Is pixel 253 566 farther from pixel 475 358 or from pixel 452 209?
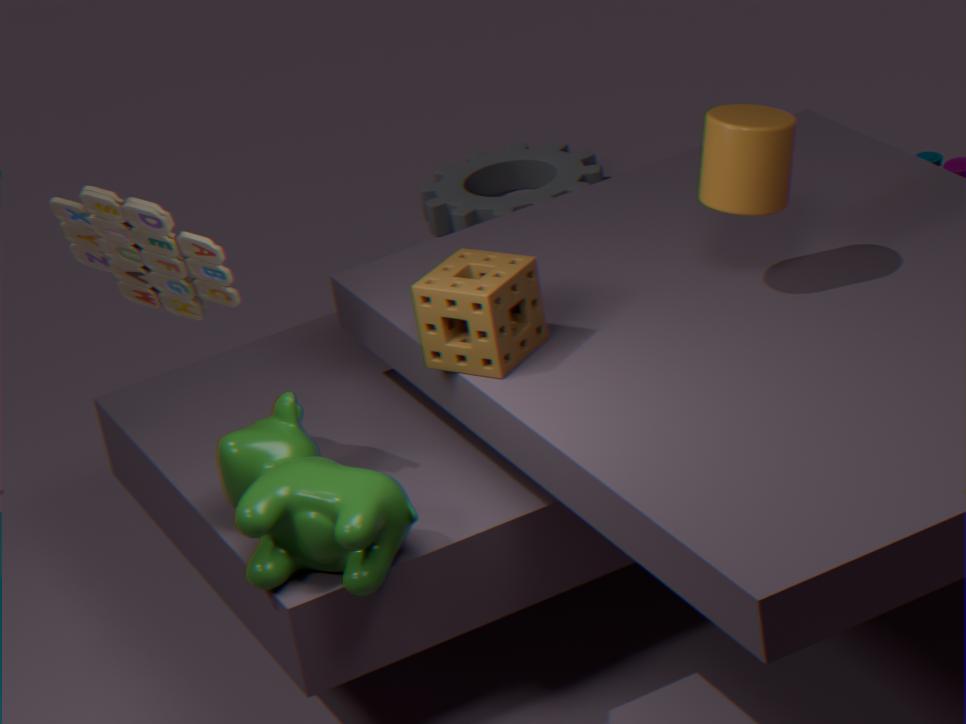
pixel 452 209
